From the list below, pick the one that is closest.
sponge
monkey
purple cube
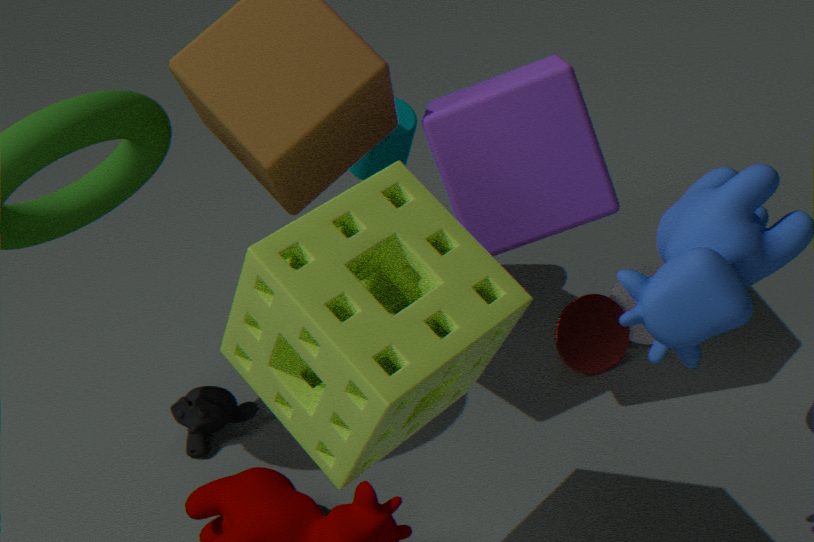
sponge
